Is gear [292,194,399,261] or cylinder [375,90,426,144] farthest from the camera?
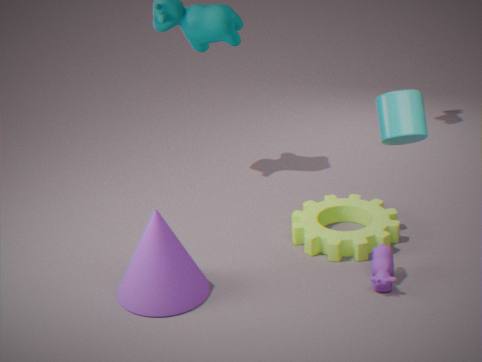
gear [292,194,399,261]
